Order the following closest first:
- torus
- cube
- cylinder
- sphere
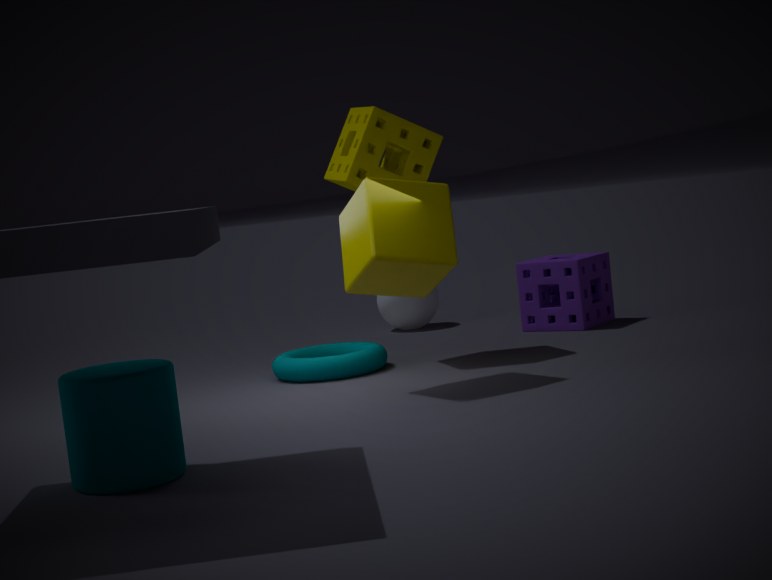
cylinder → cube → torus → sphere
